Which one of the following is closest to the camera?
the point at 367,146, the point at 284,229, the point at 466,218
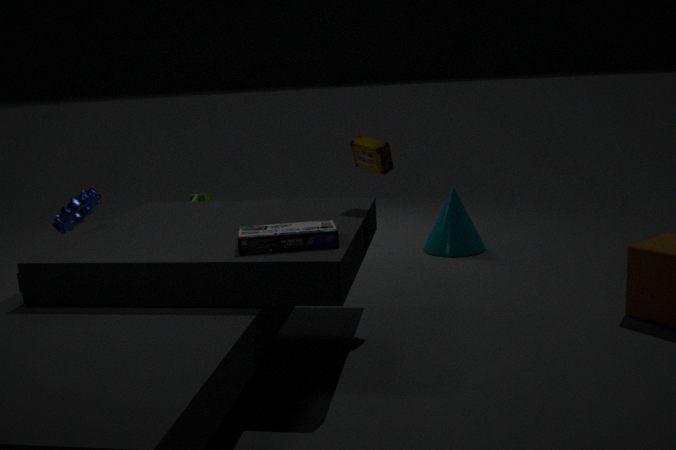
the point at 284,229
